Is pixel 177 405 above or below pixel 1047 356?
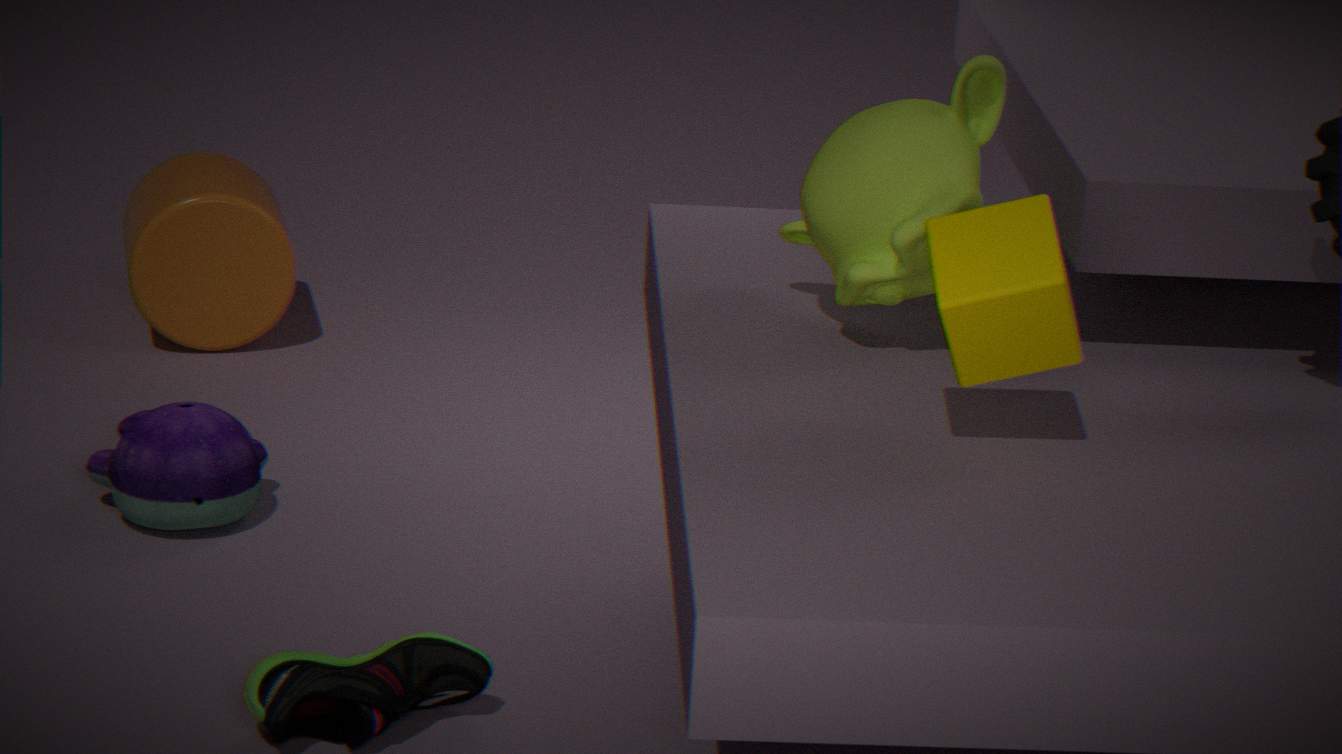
below
